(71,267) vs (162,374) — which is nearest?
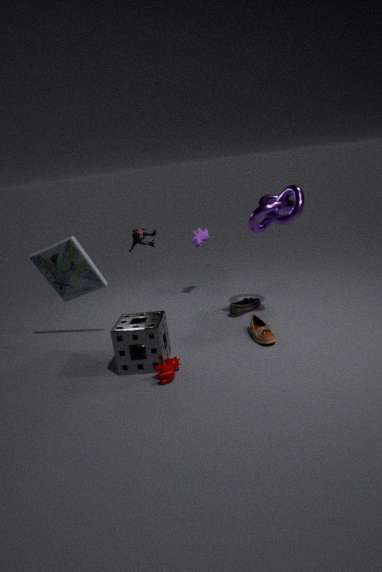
(162,374)
